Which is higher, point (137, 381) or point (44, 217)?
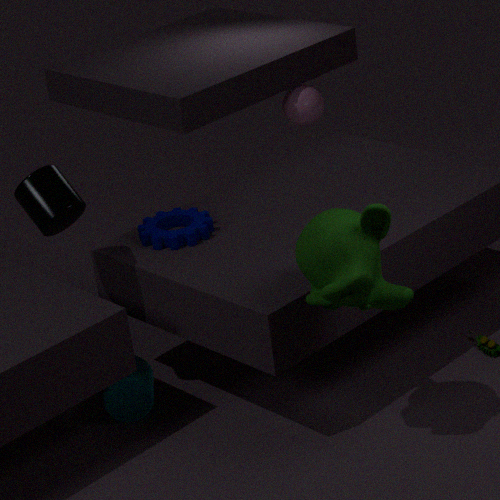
point (44, 217)
